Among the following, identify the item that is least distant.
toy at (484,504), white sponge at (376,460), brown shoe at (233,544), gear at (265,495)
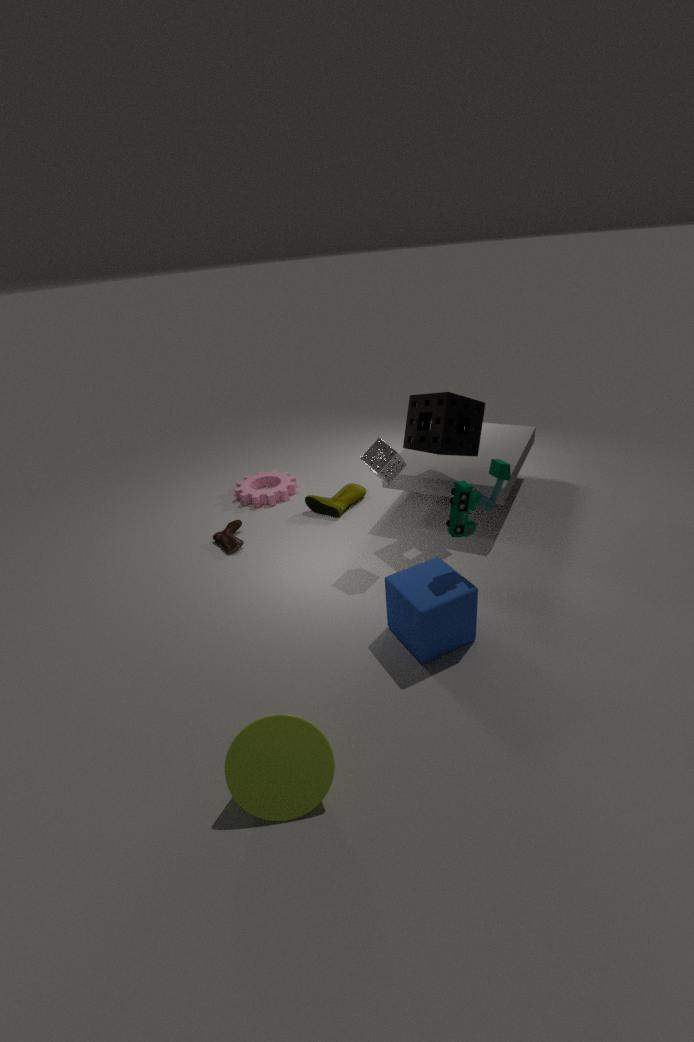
toy at (484,504)
